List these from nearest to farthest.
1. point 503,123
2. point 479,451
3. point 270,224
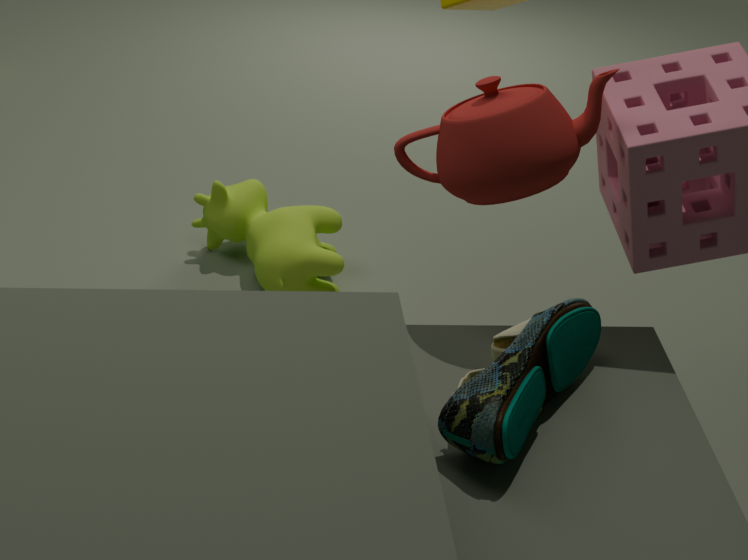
1. point 479,451
2. point 503,123
3. point 270,224
